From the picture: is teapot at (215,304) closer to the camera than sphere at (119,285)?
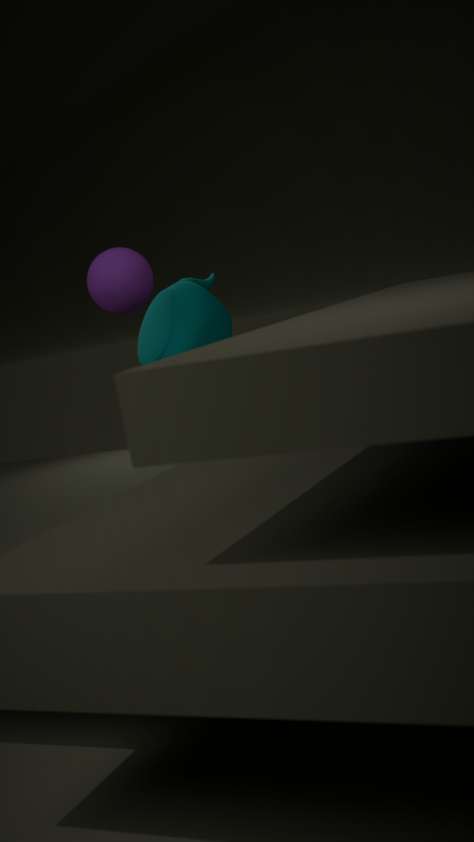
No
